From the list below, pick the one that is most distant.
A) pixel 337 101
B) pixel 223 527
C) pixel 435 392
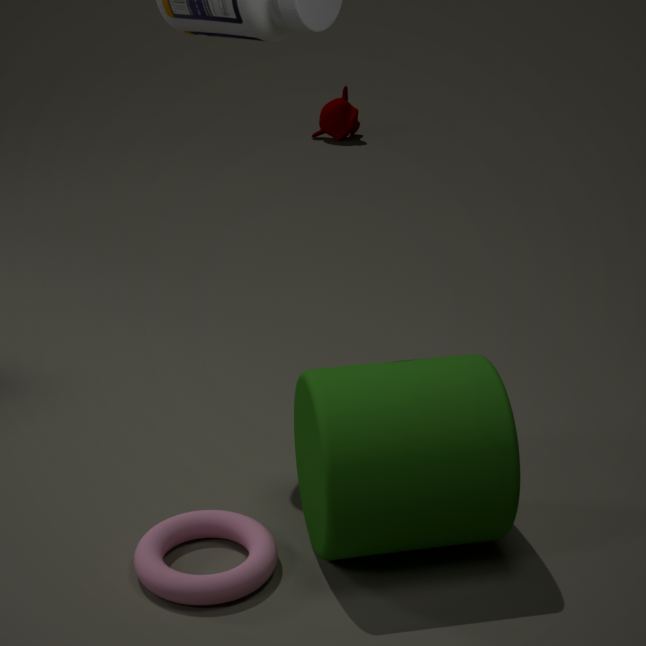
pixel 337 101
